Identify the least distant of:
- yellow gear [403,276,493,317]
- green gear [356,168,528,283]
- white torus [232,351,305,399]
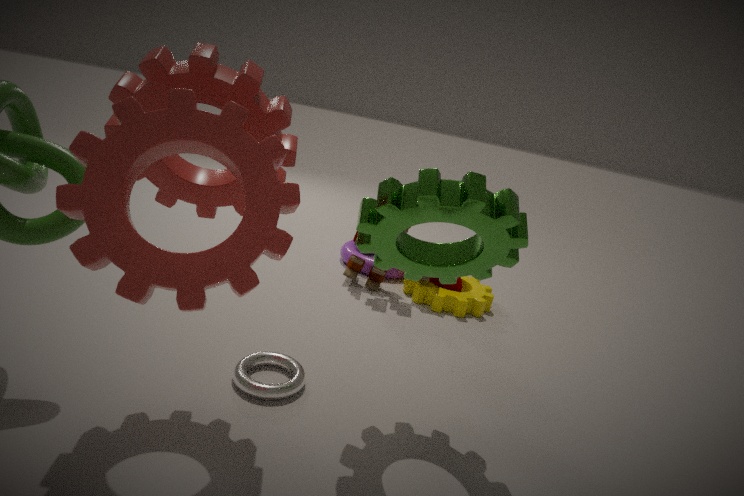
green gear [356,168,528,283]
